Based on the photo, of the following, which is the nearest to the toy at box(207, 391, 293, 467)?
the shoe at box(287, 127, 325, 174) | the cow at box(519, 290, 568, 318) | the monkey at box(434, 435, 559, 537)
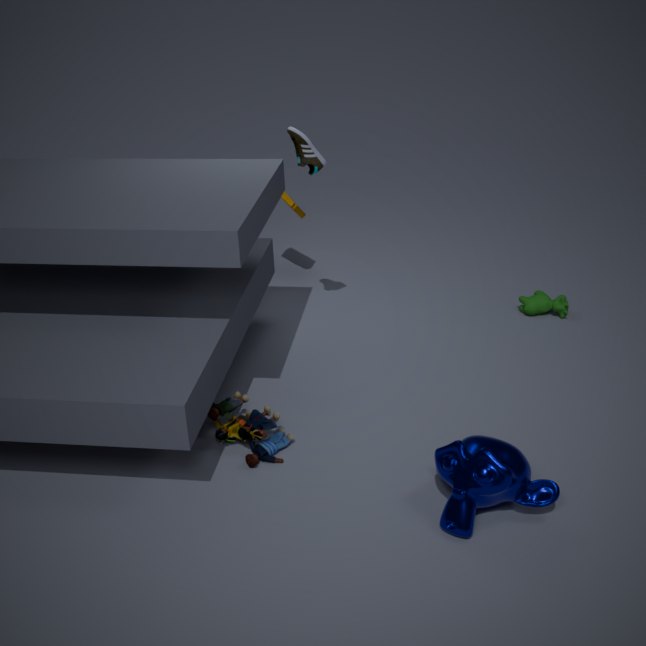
the monkey at box(434, 435, 559, 537)
